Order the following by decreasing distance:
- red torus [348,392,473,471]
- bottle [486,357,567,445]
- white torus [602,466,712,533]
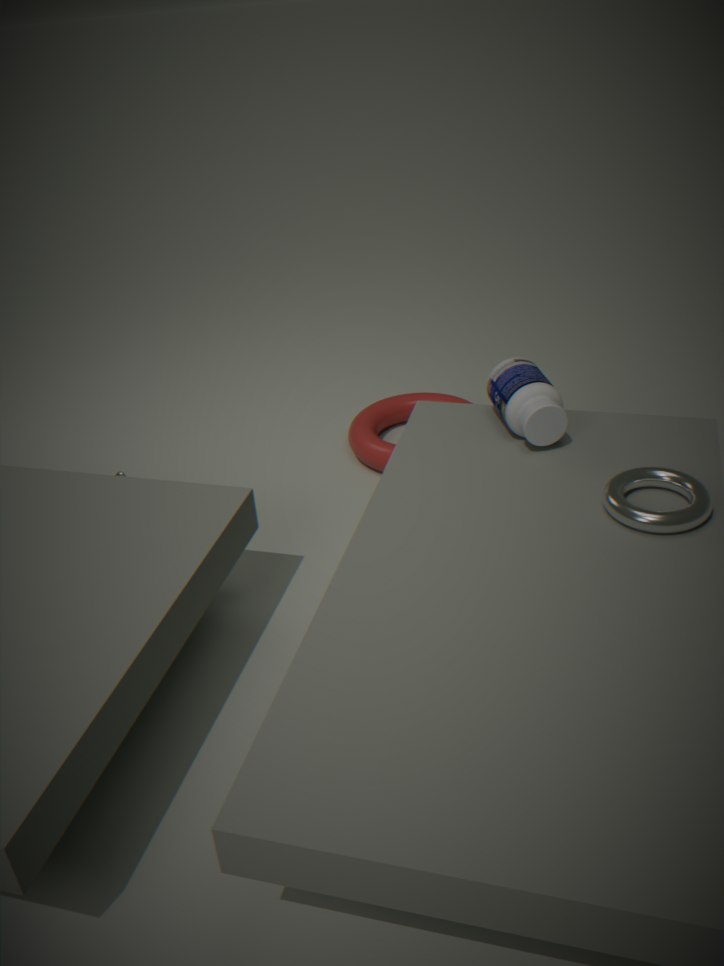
red torus [348,392,473,471], bottle [486,357,567,445], white torus [602,466,712,533]
